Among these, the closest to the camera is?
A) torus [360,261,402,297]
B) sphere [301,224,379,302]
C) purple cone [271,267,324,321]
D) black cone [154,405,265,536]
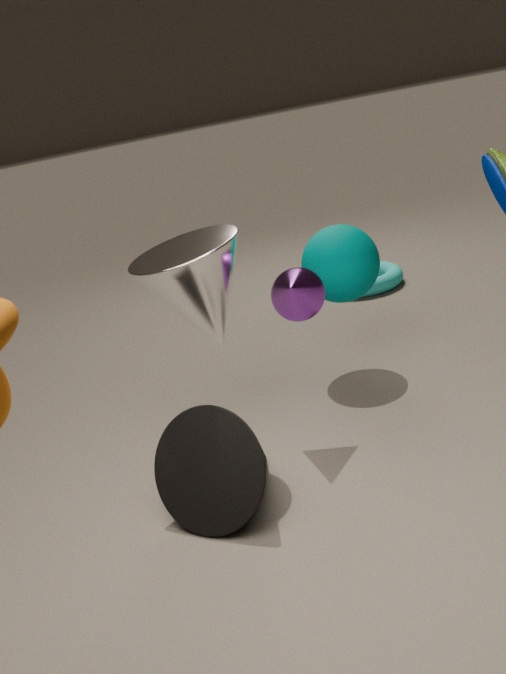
black cone [154,405,265,536]
